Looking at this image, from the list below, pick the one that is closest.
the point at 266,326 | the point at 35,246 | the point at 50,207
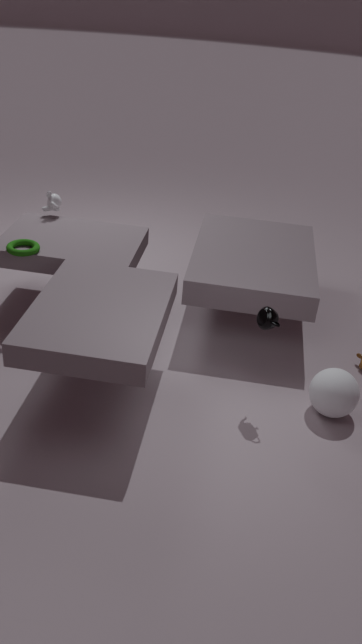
the point at 266,326
